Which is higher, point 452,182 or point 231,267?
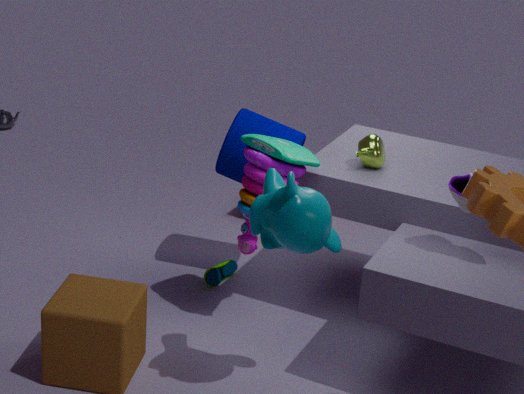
point 452,182
